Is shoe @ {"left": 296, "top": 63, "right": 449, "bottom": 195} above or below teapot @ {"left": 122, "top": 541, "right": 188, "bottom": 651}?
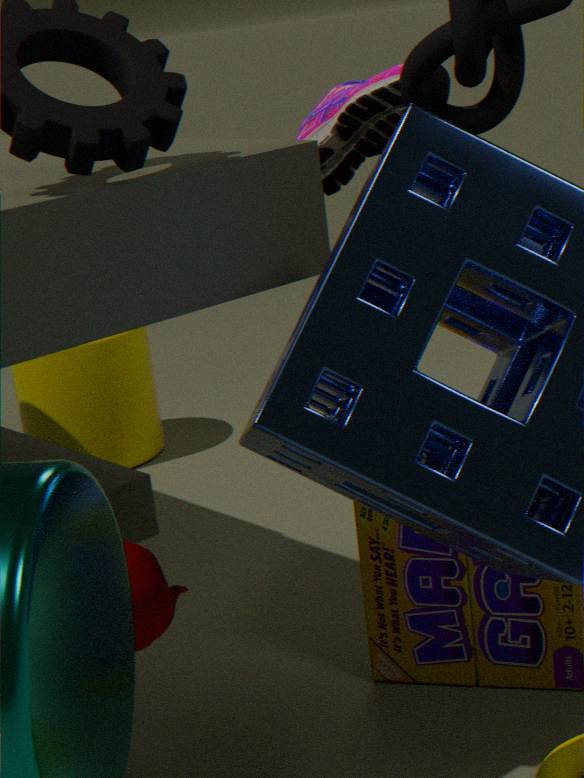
above
